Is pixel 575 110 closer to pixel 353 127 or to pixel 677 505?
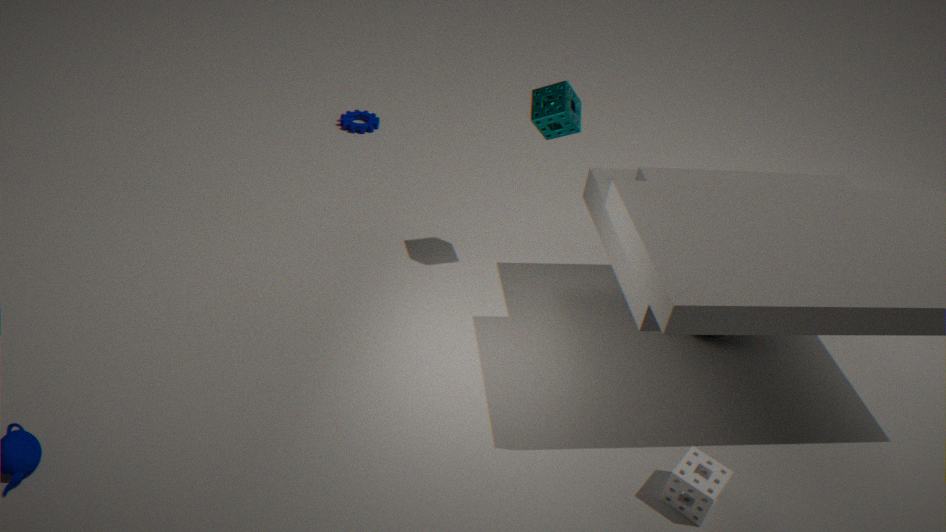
pixel 677 505
